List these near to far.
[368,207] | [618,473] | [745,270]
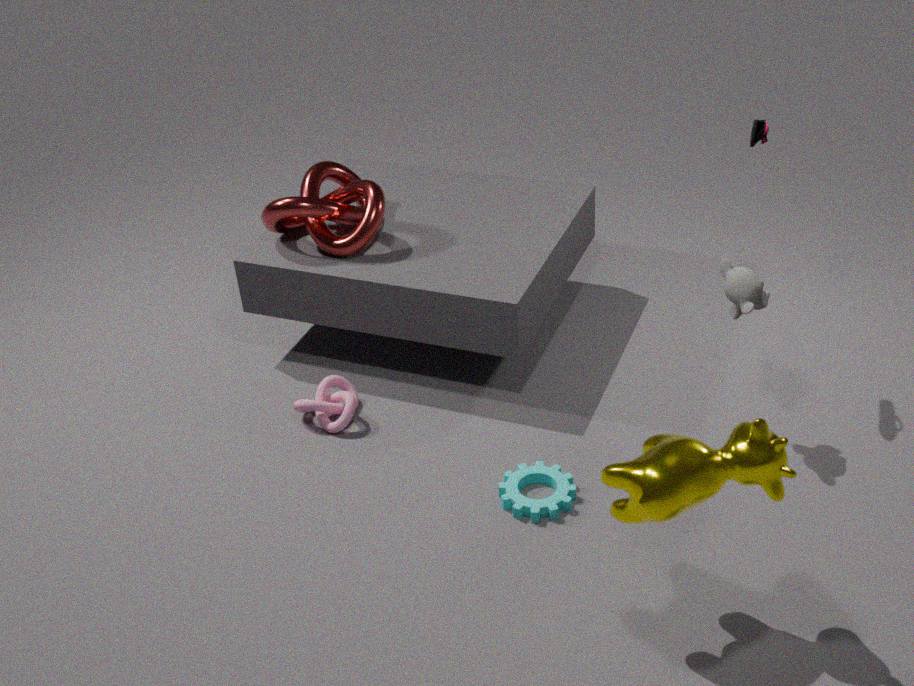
1. [618,473]
2. [745,270]
3. [368,207]
